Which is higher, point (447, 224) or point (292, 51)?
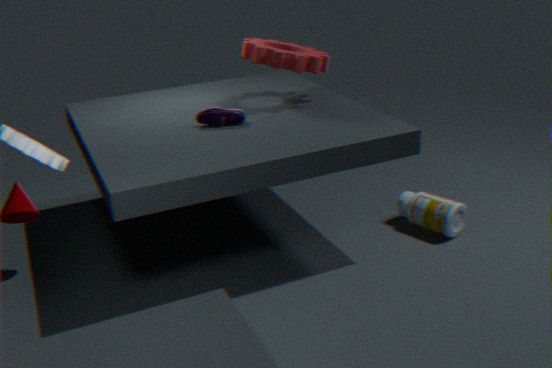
point (292, 51)
